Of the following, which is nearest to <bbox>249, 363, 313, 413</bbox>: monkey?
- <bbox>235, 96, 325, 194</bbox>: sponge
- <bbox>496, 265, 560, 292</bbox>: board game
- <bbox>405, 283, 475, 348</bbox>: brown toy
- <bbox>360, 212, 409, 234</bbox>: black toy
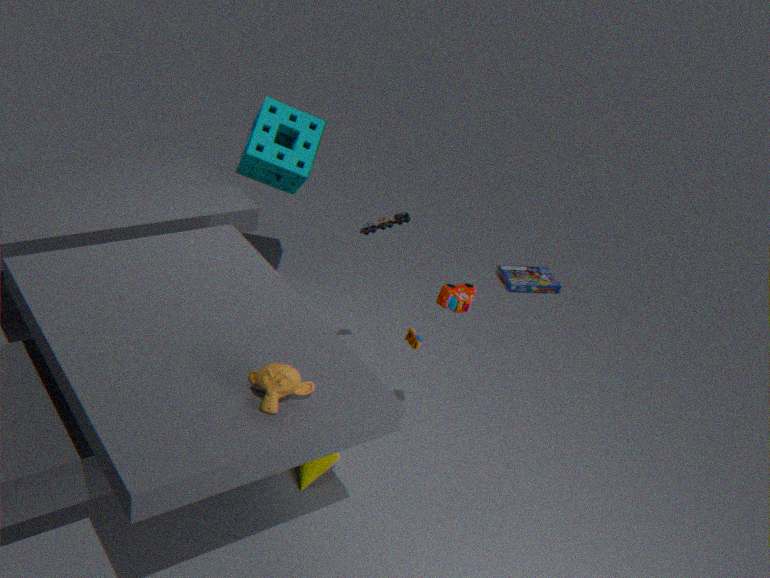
<bbox>405, 283, 475, 348</bbox>: brown toy
